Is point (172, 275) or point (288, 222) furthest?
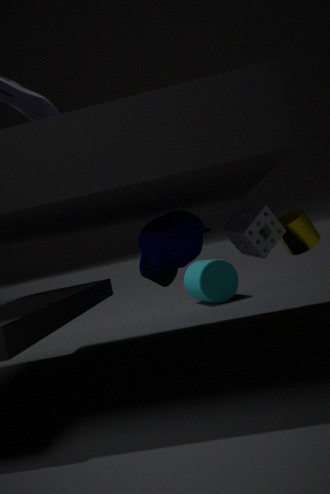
point (172, 275)
